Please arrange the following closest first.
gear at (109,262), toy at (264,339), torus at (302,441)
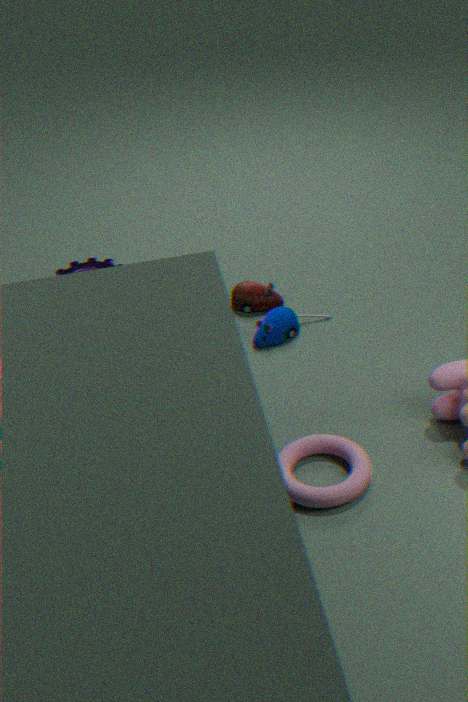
torus at (302,441) < toy at (264,339) < gear at (109,262)
